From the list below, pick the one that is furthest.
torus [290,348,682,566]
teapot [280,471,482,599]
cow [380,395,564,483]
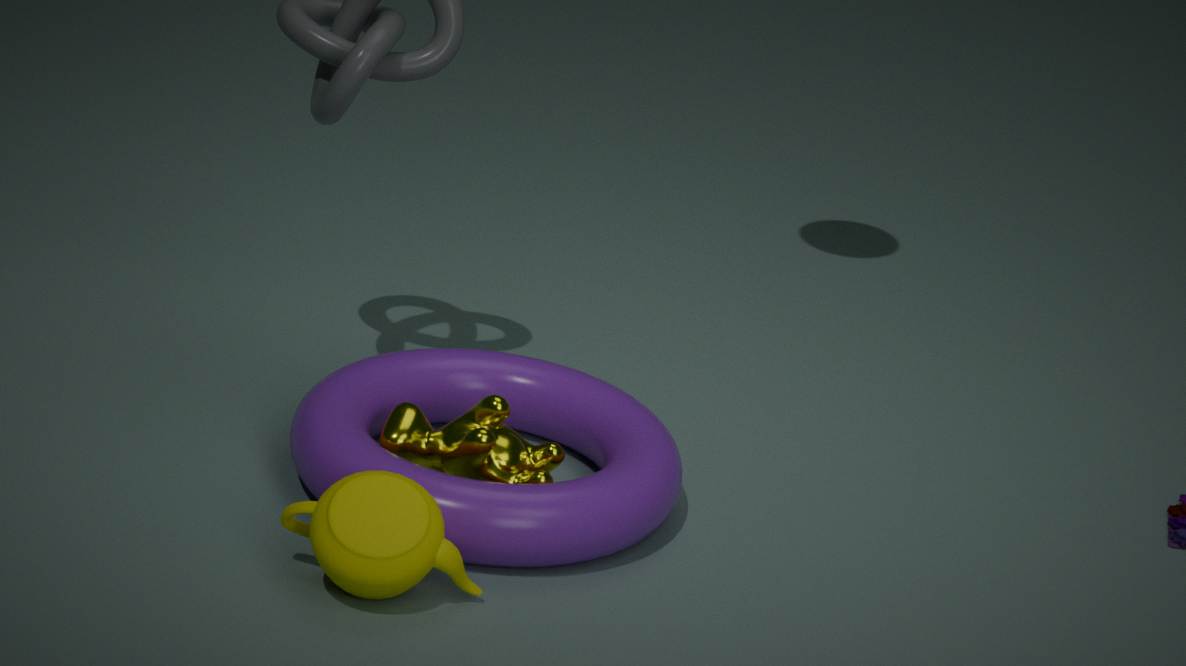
cow [380,395,564,483]
